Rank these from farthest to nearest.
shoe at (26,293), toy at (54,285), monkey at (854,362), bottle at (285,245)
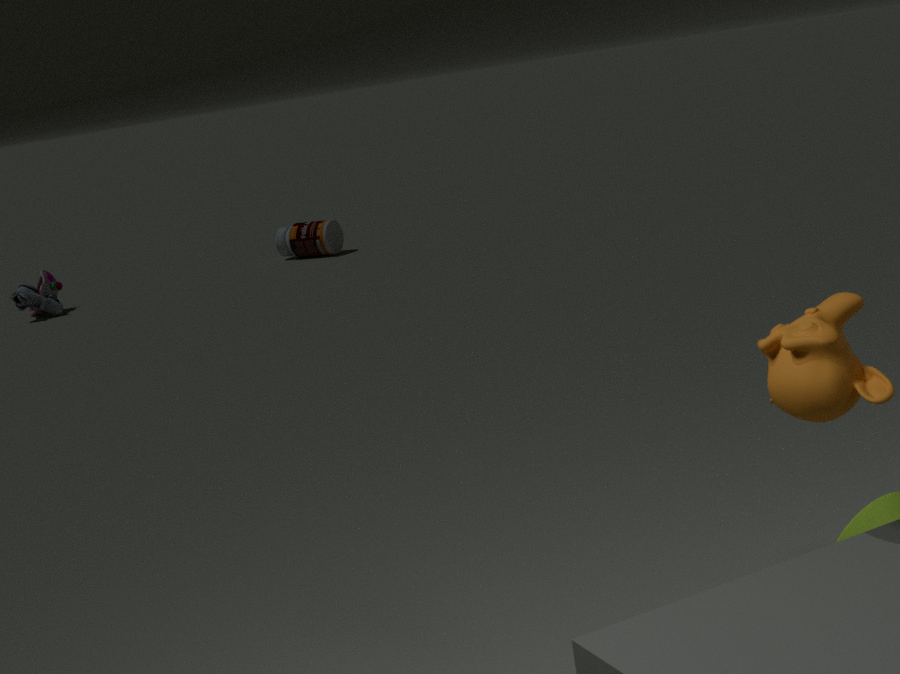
bottle at (285,245) → toy at (54,285) → shoe at (26,293) → monkey at (854,362)
